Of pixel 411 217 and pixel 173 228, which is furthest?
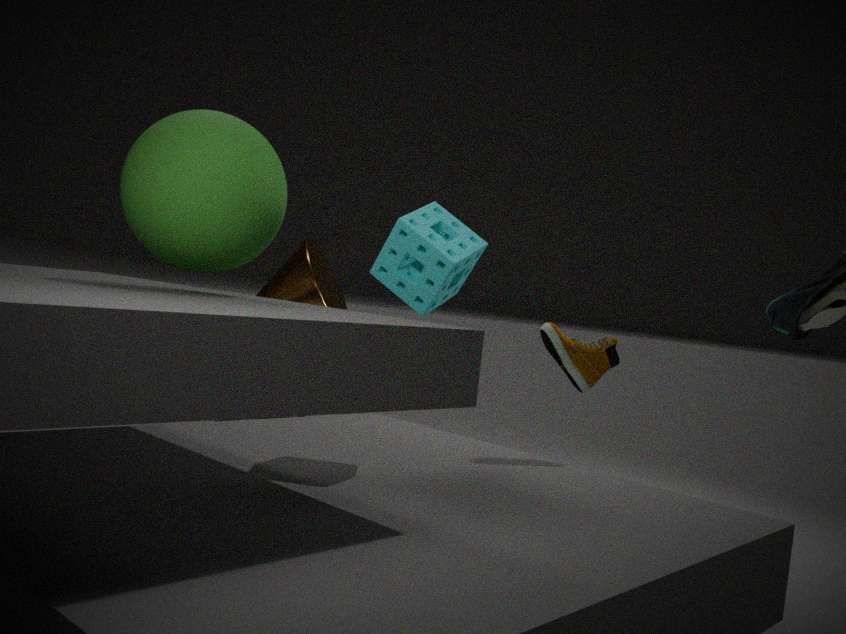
pixel 411 217
